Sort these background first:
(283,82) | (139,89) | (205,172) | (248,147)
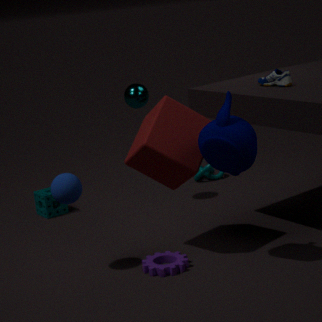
(205,172) < (139,89) < (283,82) < (248,147)
